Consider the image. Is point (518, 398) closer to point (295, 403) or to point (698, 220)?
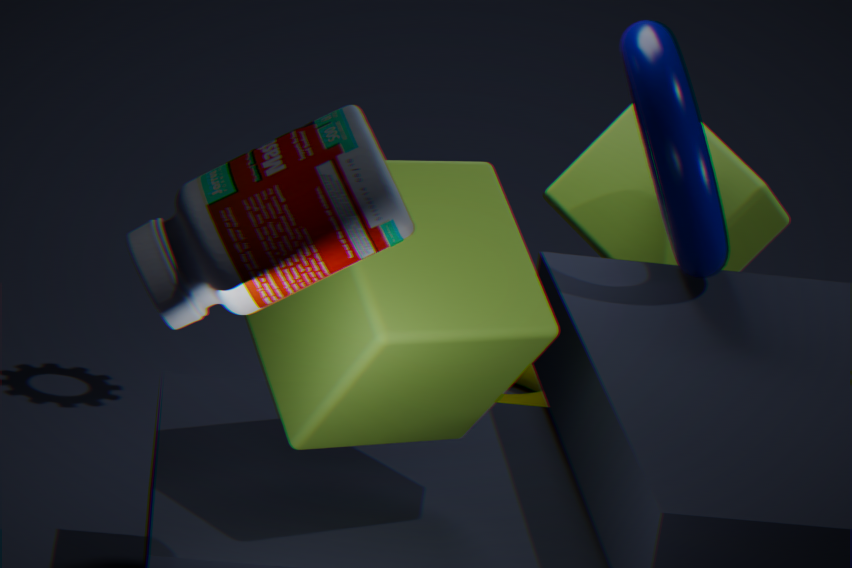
point (698, 220)
